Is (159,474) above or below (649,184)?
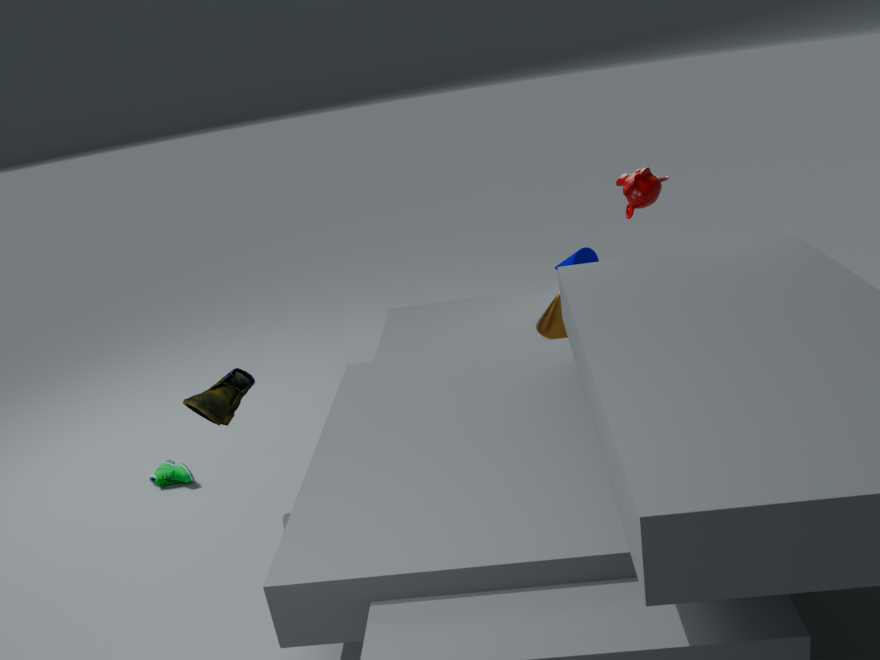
below
